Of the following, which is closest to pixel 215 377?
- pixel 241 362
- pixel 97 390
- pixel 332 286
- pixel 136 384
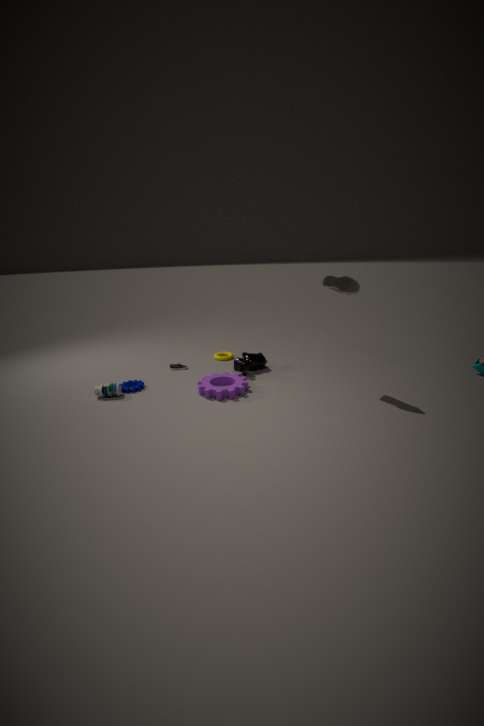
pixel 241 362
